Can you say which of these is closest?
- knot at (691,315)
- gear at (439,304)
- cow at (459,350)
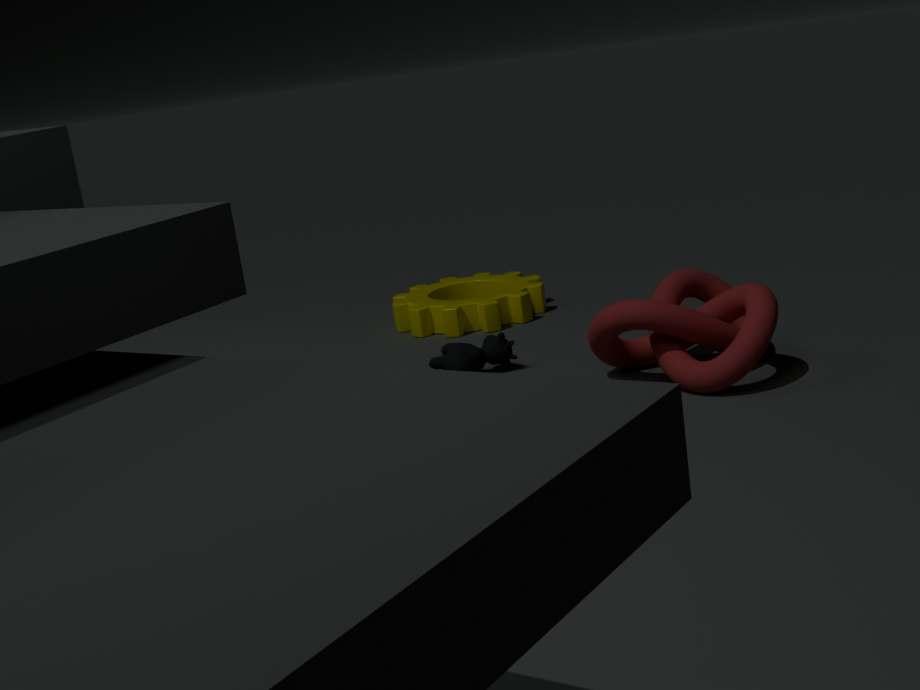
knot at (691,315)
